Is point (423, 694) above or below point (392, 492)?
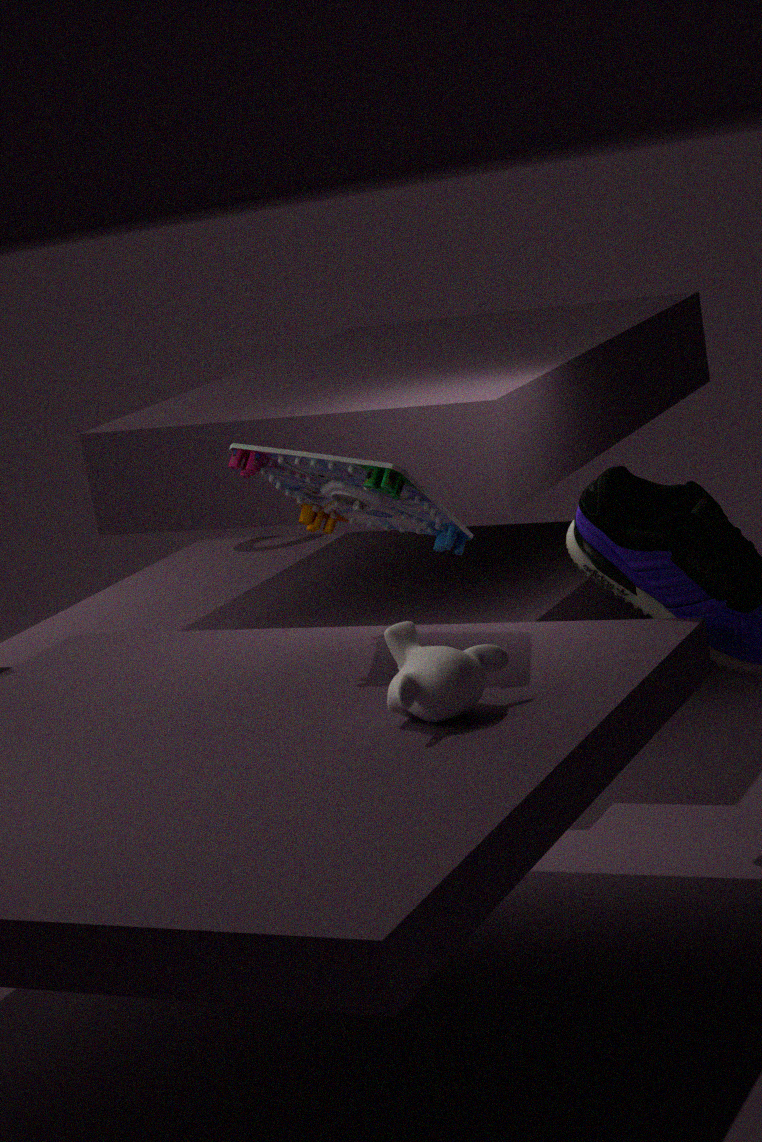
below
